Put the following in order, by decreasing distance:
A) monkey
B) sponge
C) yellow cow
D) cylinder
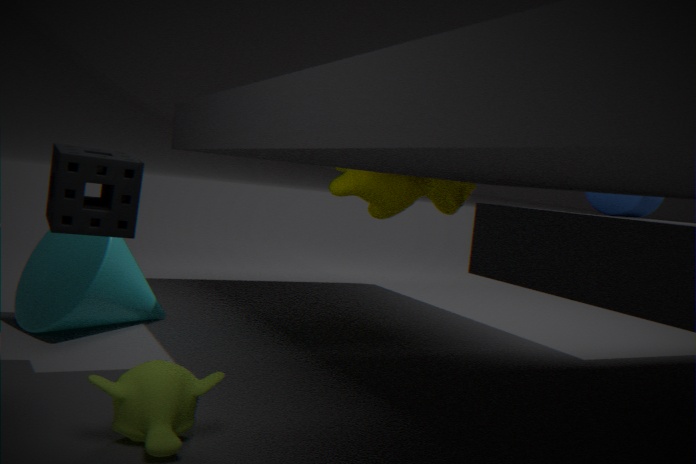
yellow cow, cylinder, sponge, monkey
